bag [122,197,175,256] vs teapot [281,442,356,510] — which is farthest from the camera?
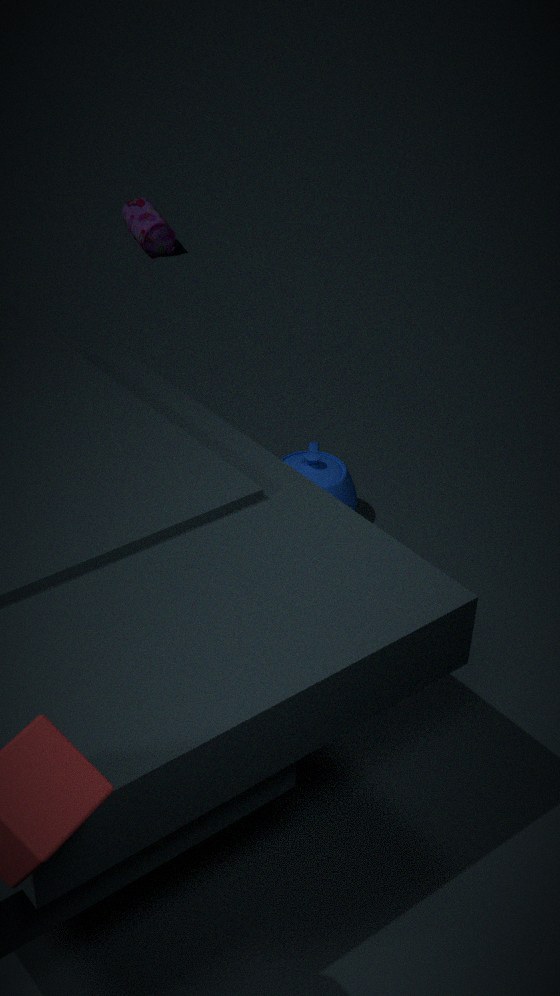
bag [122,197,175,256]
